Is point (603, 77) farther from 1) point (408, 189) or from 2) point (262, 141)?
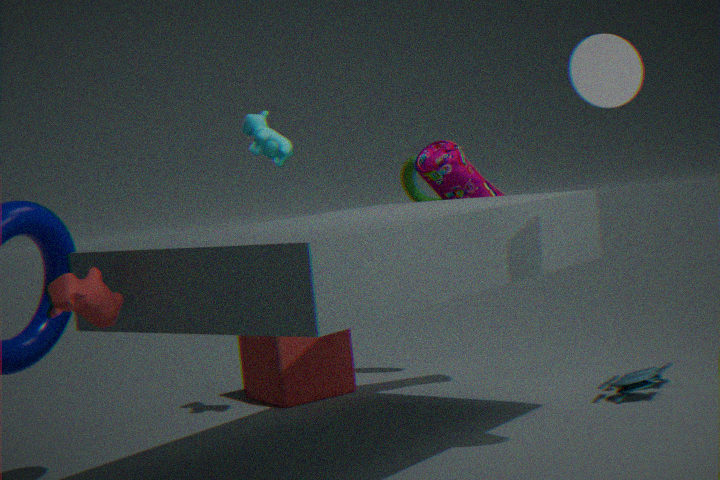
1) point (408, 189)
